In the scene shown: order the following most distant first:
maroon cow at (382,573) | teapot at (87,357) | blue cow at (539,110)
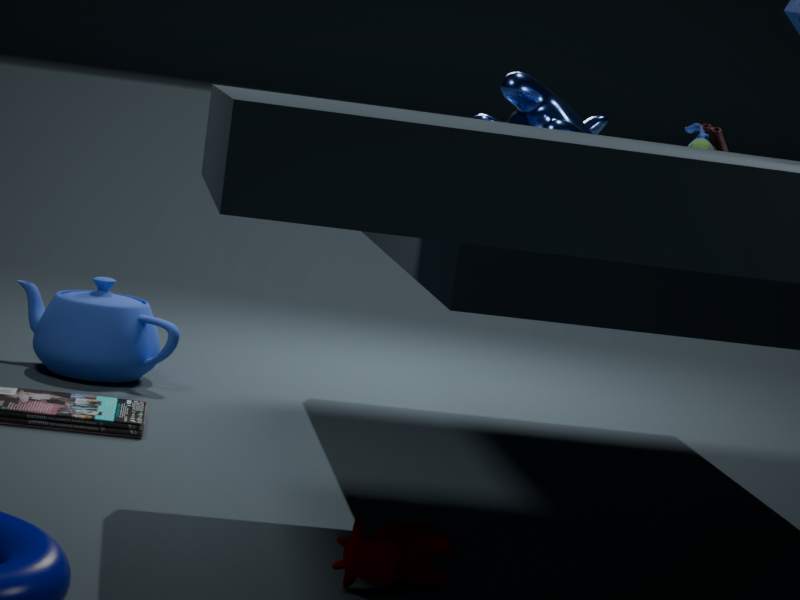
teapot at (87,357), blue cow at (539,110), maroon cow at (382,573)
